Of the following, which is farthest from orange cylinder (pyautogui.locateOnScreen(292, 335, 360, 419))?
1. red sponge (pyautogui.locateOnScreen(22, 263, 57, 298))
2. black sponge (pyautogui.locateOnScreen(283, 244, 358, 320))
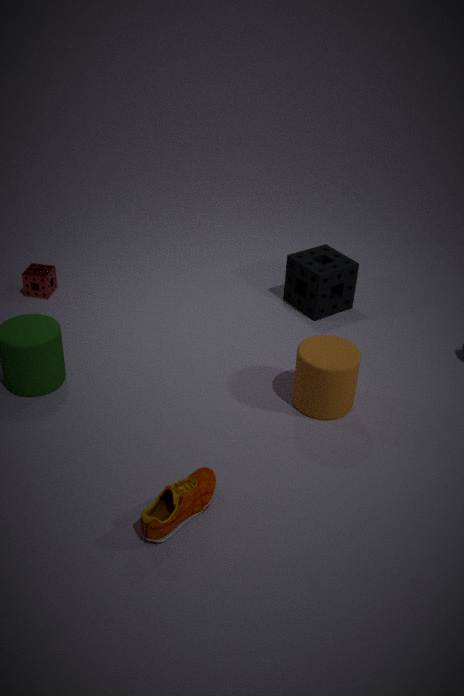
red sponge (pyautogui.locateOnScreen(22, 263, 57, 298))
